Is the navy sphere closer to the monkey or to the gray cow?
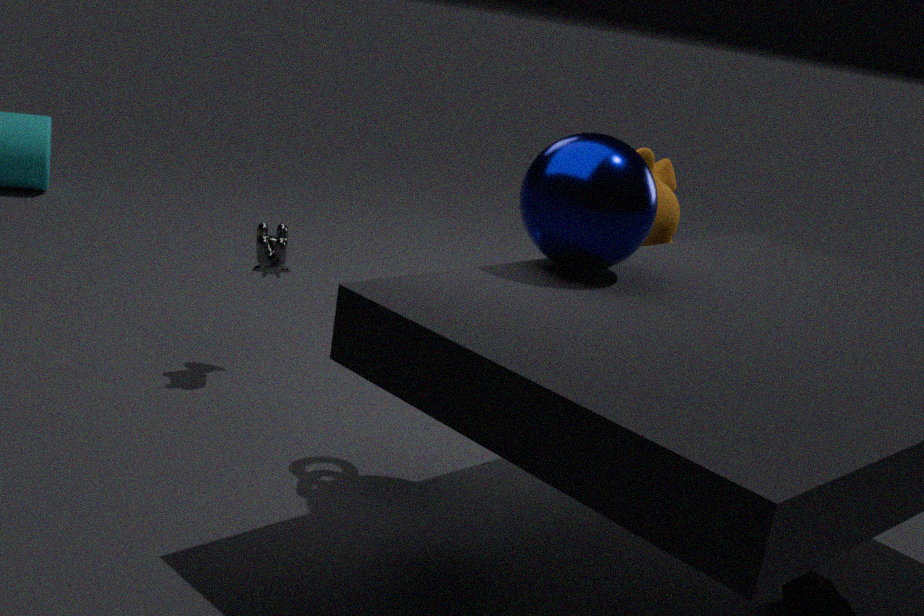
the monkey
